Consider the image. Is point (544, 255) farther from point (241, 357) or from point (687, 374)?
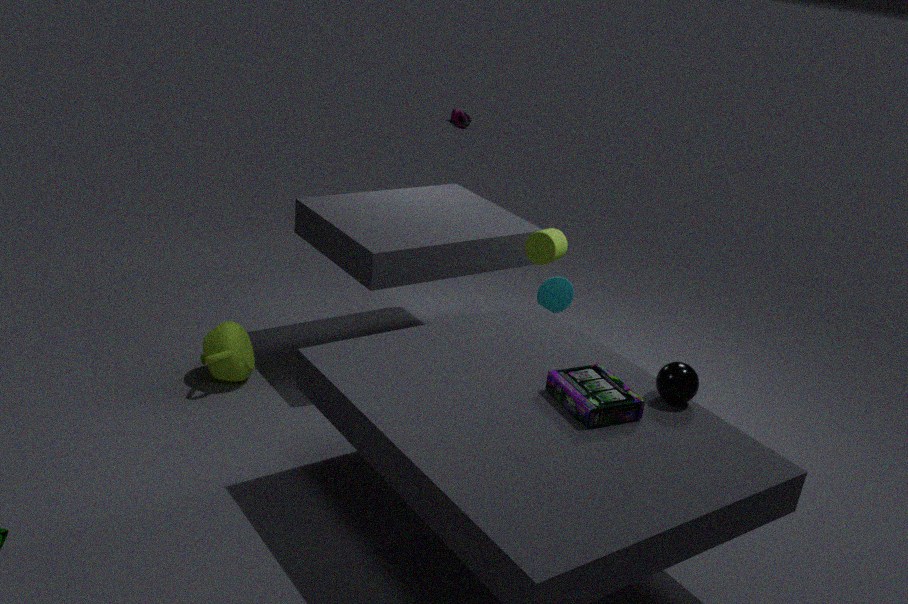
point (241, 357)
